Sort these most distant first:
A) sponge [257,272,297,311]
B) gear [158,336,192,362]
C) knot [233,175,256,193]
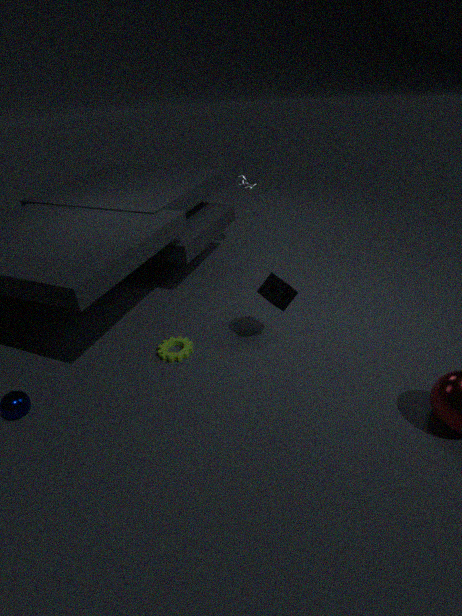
knot [233,175,256,193] → gear [158,336,192,362] → sponge [257,272,297,311]
